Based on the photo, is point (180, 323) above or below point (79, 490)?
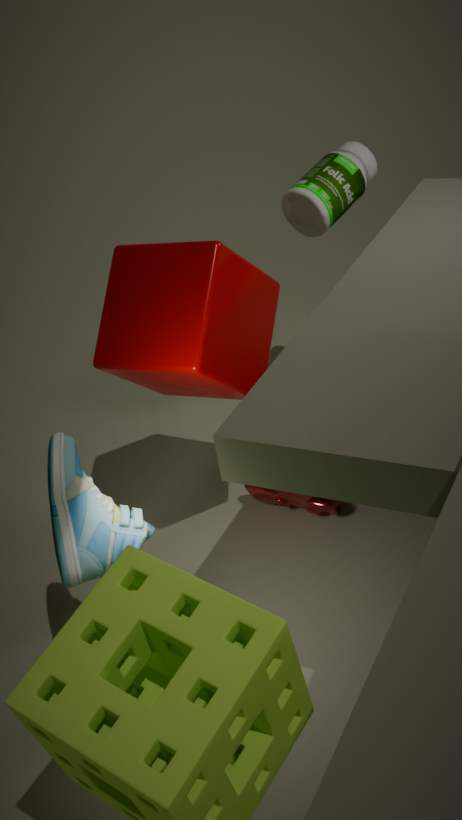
above
